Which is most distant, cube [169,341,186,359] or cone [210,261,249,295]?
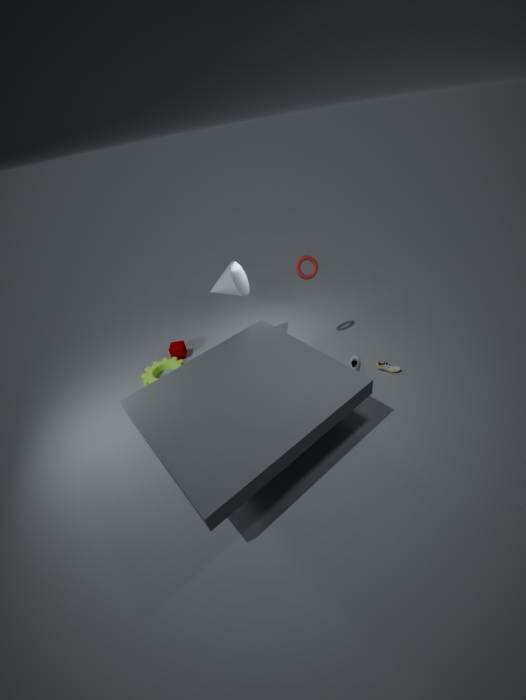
cube [169,341,186,359]
